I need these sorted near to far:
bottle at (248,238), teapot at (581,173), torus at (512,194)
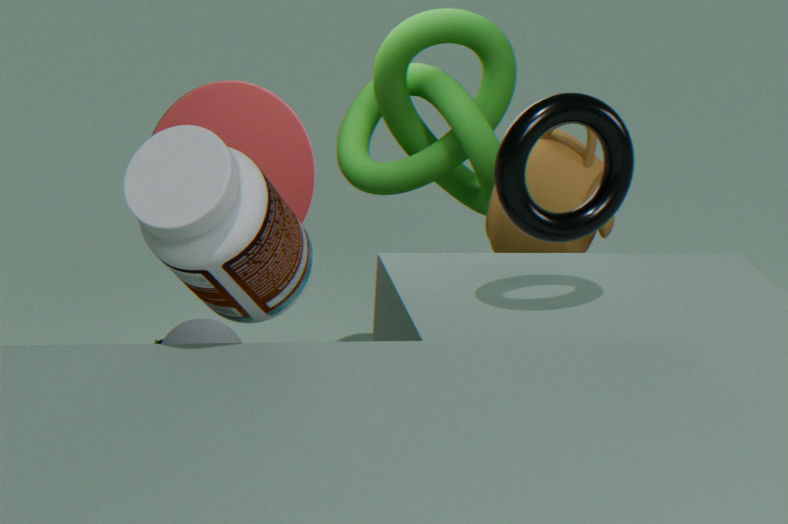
bottle at (248,238) < torus at (512,194) < teapot at (581,173)
